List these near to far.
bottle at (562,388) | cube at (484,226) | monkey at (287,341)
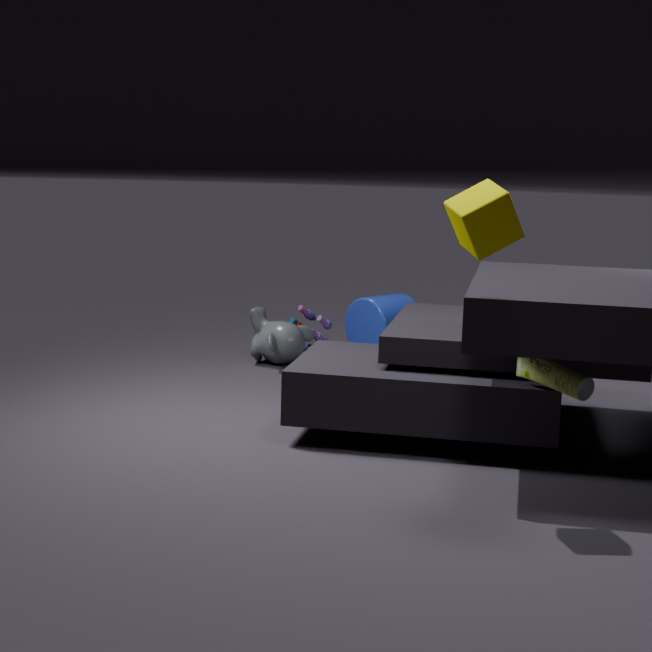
1. cube at (484,226)
2. bottle at (562,388)
3. monkey at (287,341)
